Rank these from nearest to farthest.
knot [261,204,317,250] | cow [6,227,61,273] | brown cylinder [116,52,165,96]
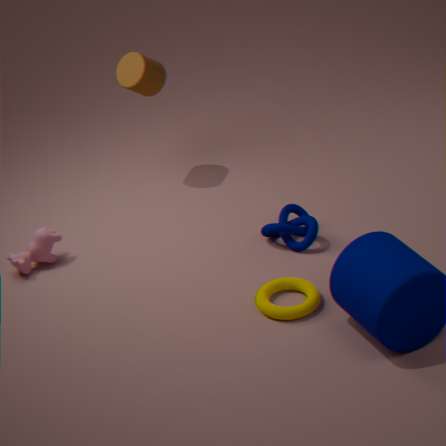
knot [261,204,317,250] < cow [6,227,61,273] < brown cylinder [116,52,165,96]
